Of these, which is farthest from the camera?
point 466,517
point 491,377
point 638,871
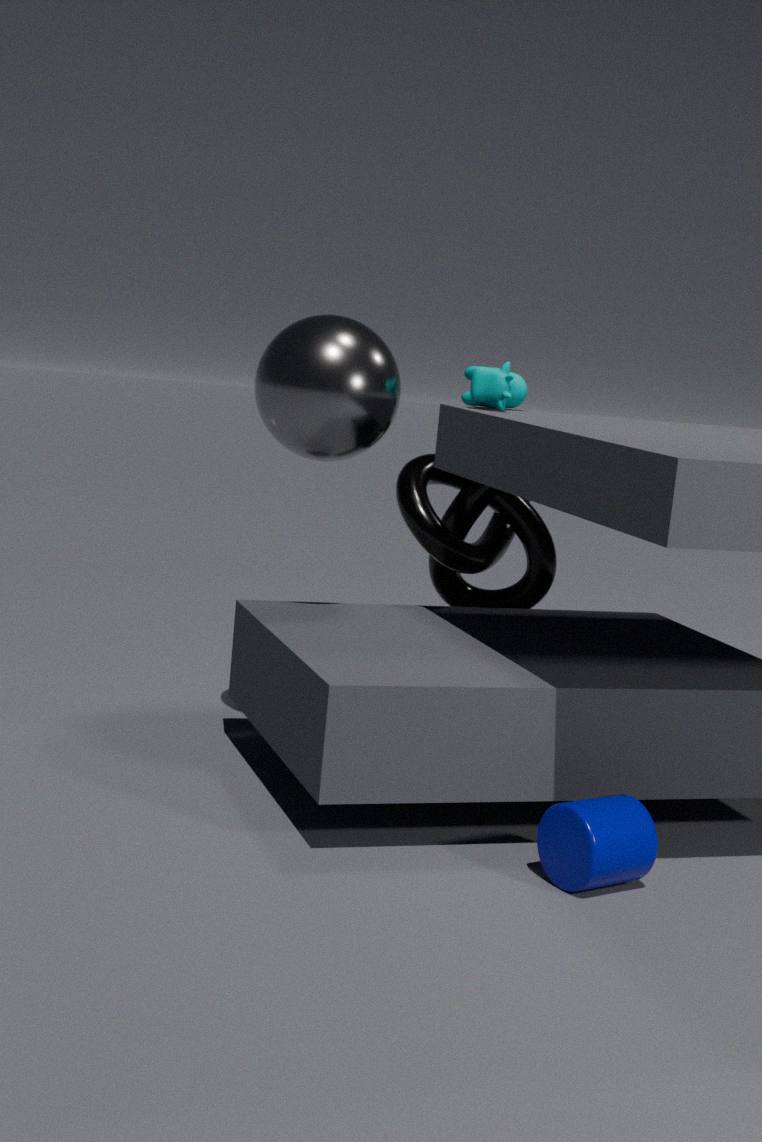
point 466,517
